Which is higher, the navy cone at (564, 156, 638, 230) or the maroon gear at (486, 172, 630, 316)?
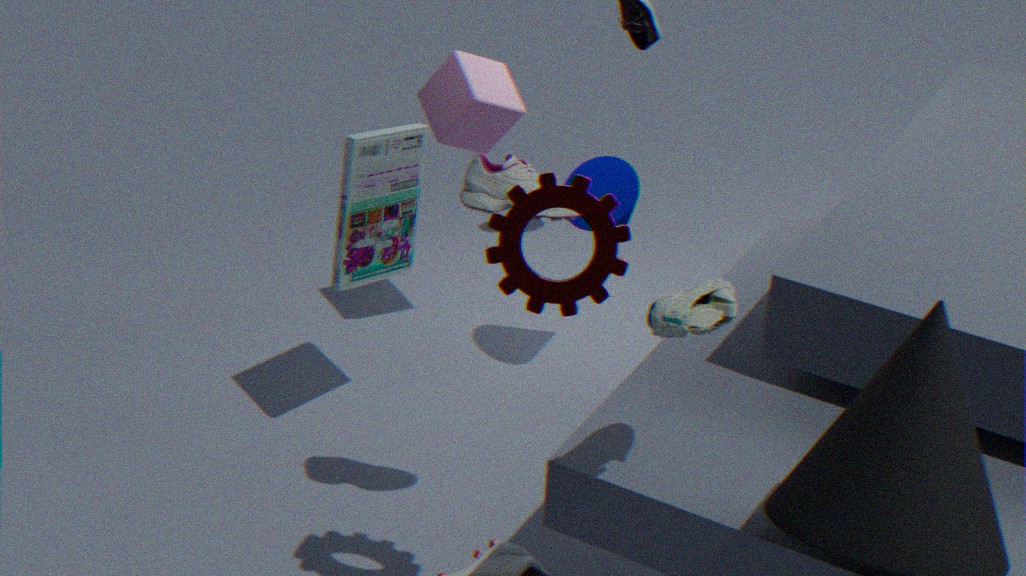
the maroon gear at (486, 172, 630, 316)
